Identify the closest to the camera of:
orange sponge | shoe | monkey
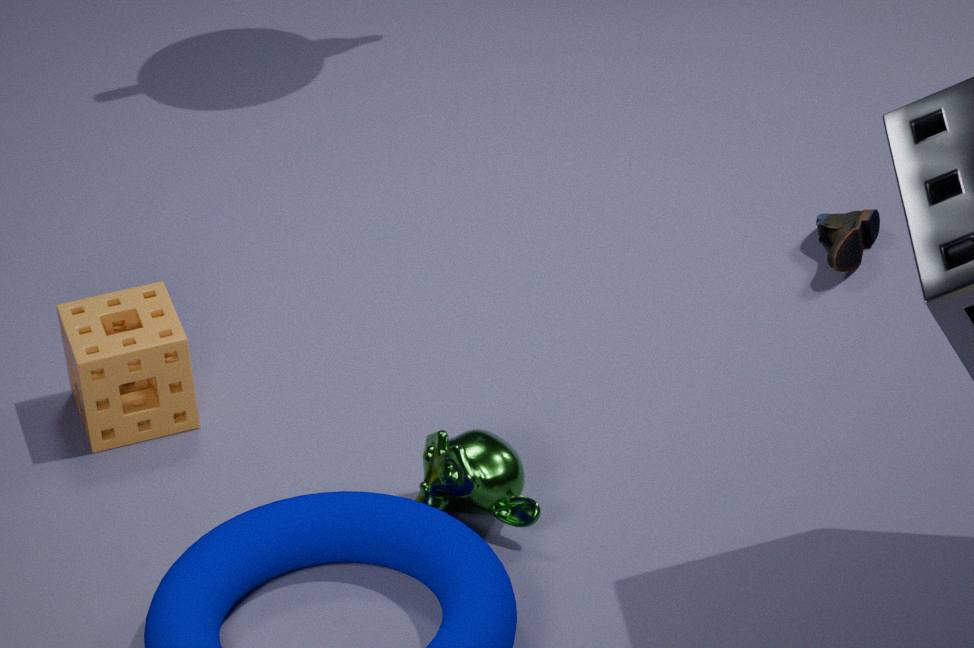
monkey
